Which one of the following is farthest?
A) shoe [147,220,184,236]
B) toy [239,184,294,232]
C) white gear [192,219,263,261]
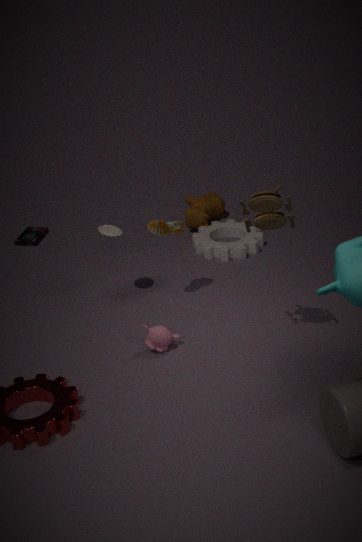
white gear [192,219,263,261]
